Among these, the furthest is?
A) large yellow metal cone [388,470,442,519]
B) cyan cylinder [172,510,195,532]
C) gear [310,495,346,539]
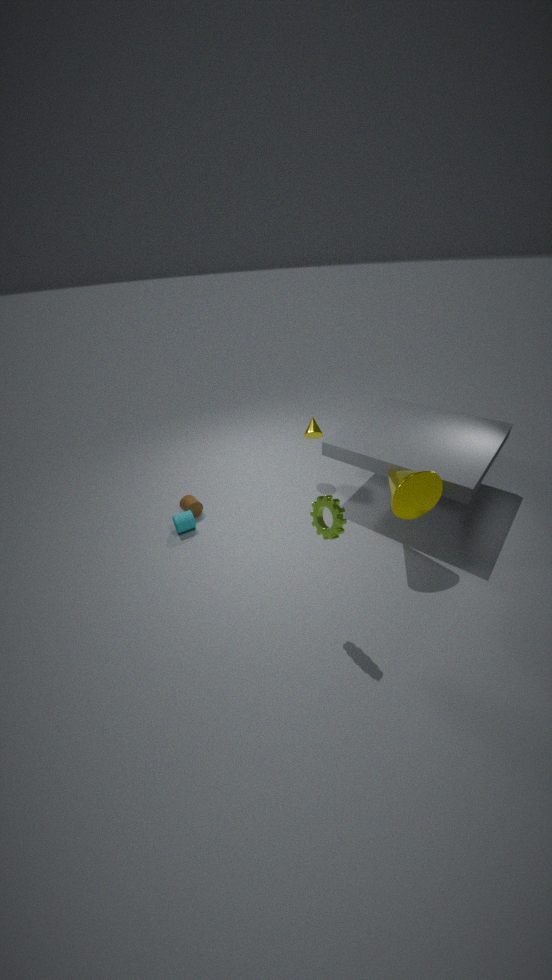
B. cyan cylinder [172,510,195,532]
